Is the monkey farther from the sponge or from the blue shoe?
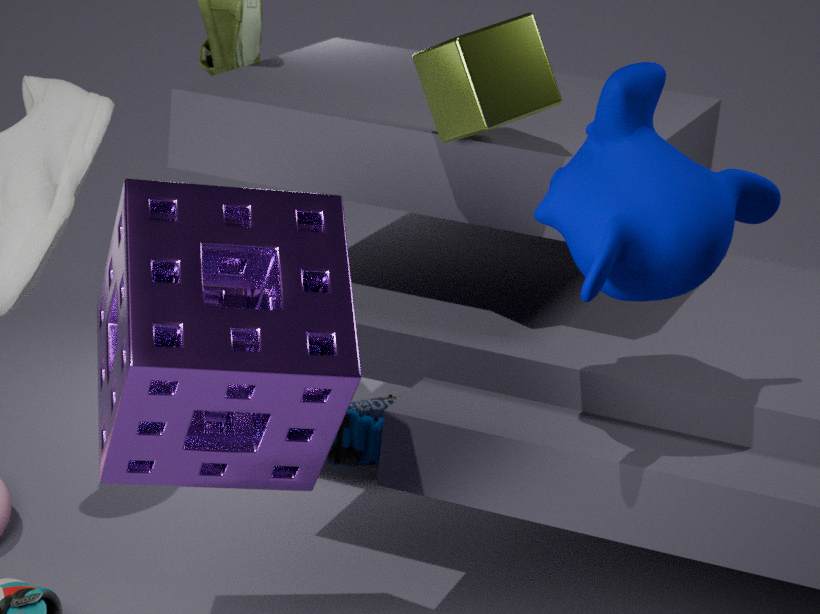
the blue shoe
